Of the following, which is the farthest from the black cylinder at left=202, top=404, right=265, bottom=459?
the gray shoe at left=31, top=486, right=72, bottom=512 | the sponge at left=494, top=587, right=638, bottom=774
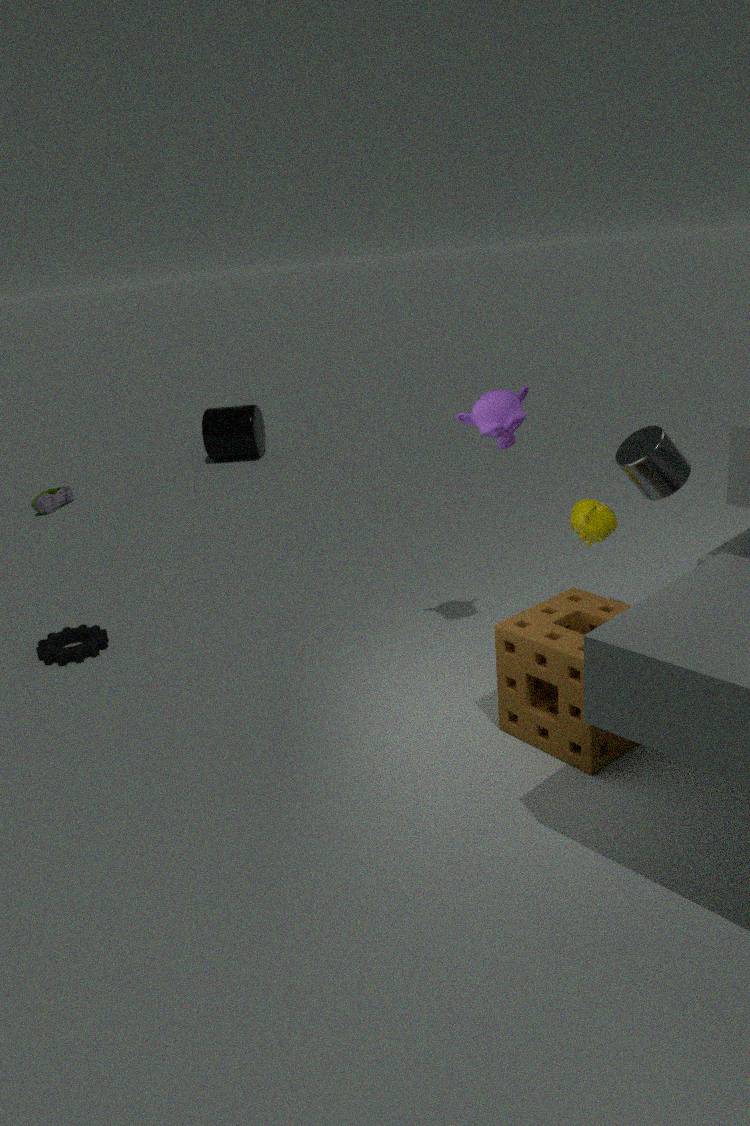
the sponge at left=494, top=587, right=638, bottom=774
